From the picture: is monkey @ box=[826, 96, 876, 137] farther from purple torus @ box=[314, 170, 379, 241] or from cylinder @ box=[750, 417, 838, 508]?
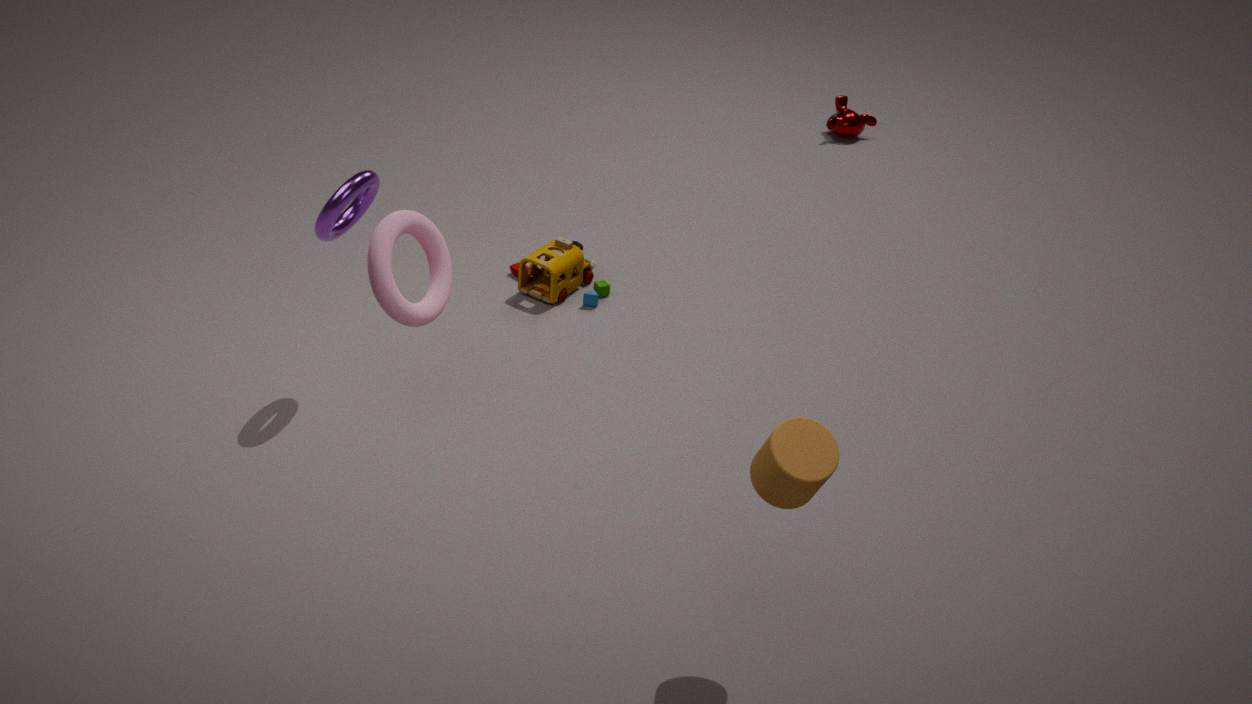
cylinder @ box=[750, 417, 838, 508]
